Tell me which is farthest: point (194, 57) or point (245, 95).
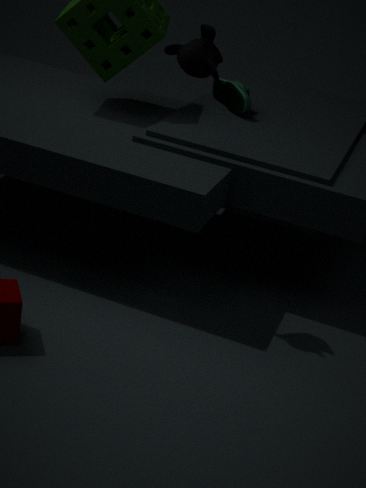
point (245, 95)
